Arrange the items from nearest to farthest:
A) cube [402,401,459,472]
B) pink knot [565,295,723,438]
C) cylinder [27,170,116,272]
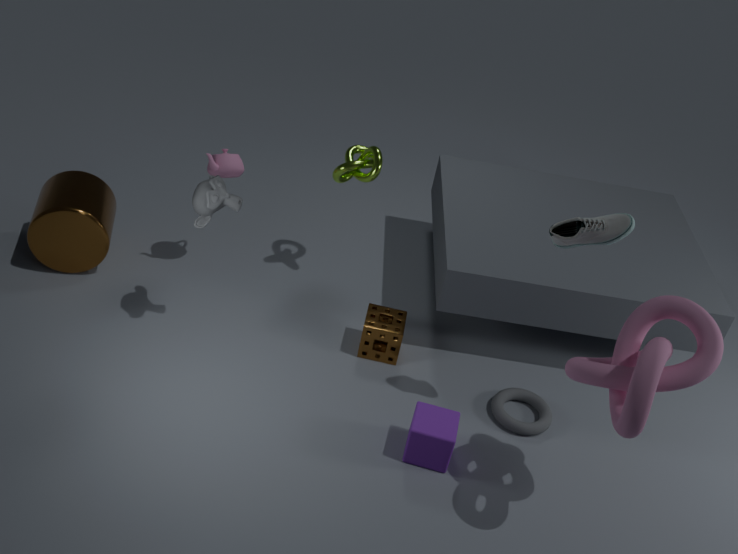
pink knot [565,295,723,438] → cube [402,401,459,472] → cylinder [27,170,116,272]
